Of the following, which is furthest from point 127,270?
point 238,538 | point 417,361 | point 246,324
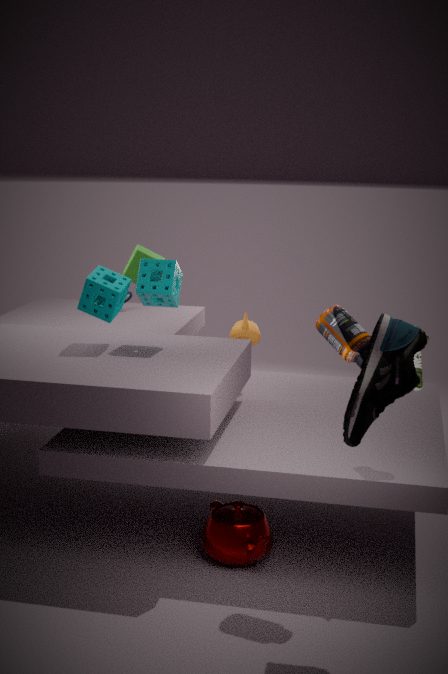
point 417,361
